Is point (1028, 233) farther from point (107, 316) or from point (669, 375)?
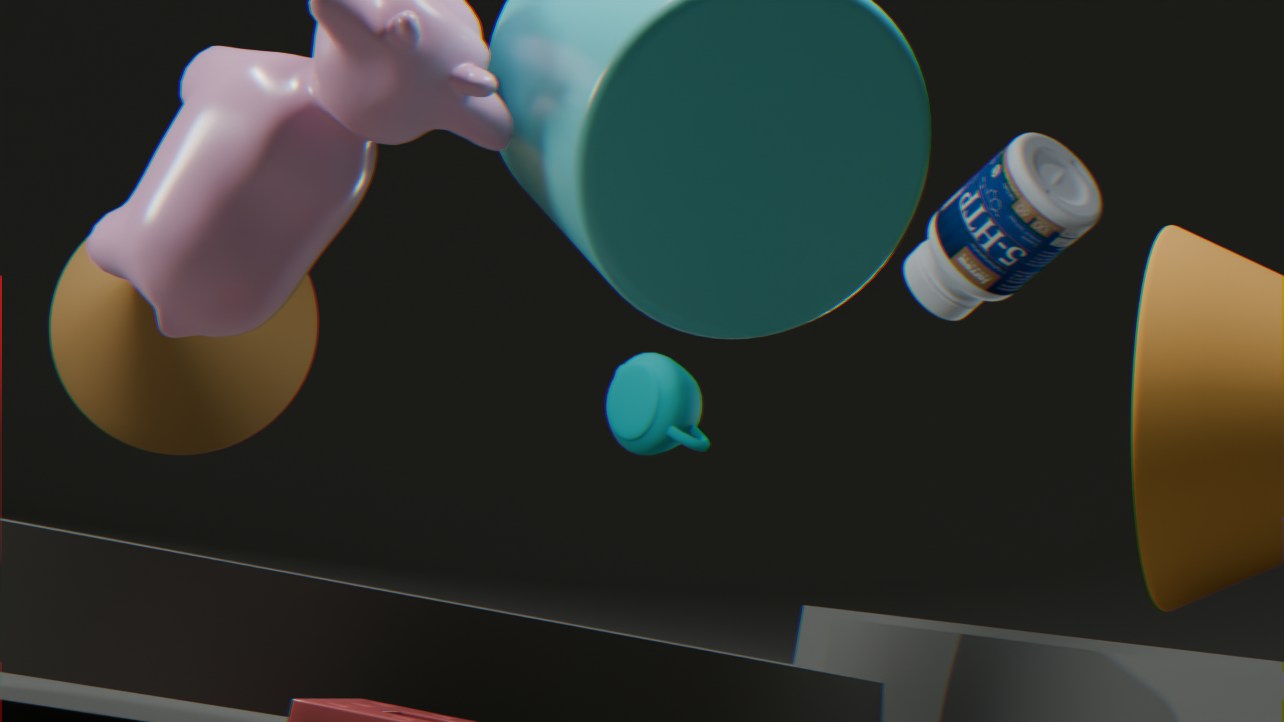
point (107, 316)
